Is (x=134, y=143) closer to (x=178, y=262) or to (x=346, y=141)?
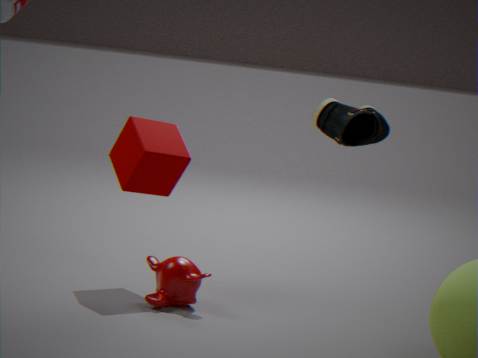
(x=178, y=262)
